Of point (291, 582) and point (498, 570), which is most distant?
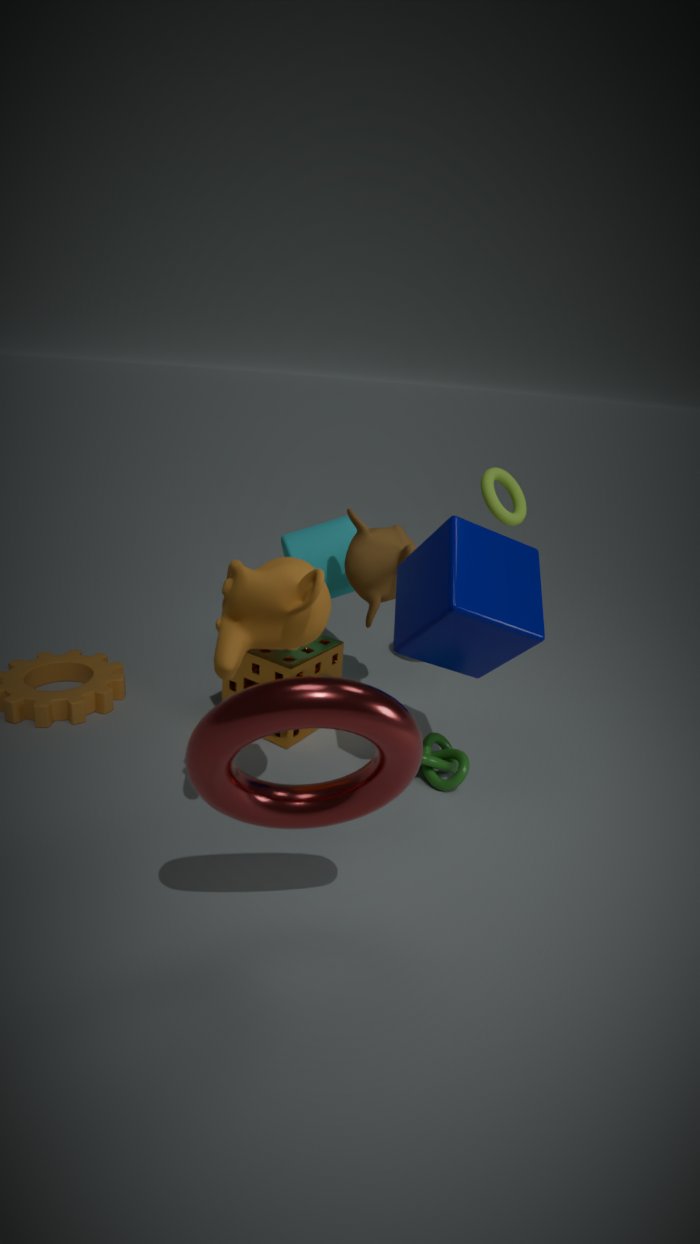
point (498, 570)
